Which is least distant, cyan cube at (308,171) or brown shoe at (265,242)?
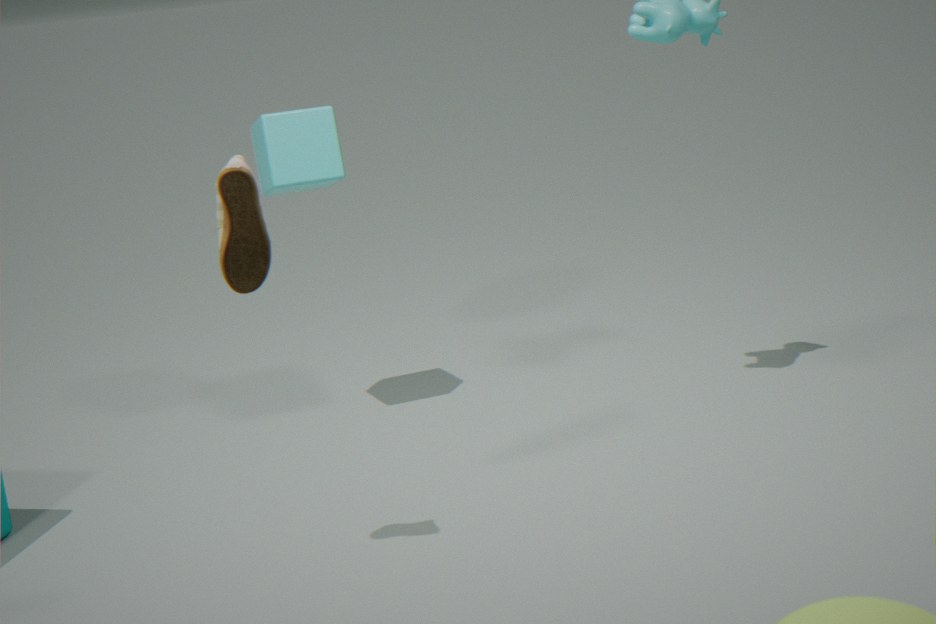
brown shoe at (265,242)
